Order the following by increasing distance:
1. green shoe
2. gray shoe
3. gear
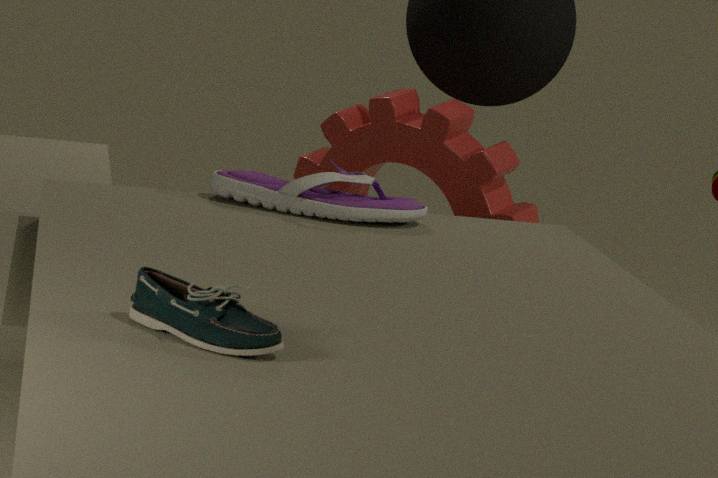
green shoe → gray shoe → gear
